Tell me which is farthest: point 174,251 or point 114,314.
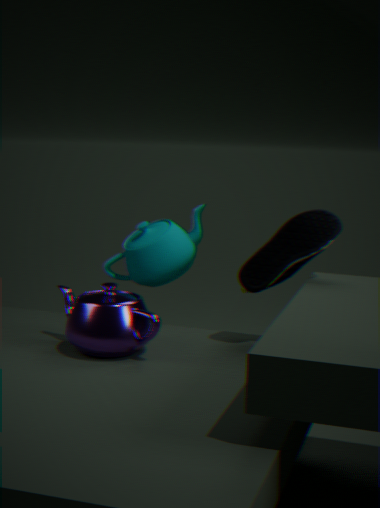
point 174,251
